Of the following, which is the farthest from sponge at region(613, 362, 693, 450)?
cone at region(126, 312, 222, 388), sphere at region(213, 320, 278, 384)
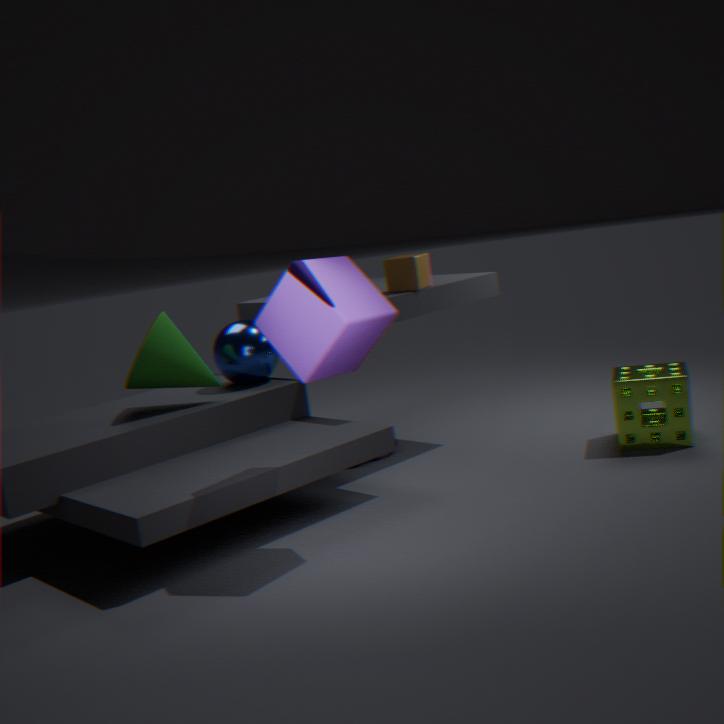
cone at region(126, 312, 222, 388)
